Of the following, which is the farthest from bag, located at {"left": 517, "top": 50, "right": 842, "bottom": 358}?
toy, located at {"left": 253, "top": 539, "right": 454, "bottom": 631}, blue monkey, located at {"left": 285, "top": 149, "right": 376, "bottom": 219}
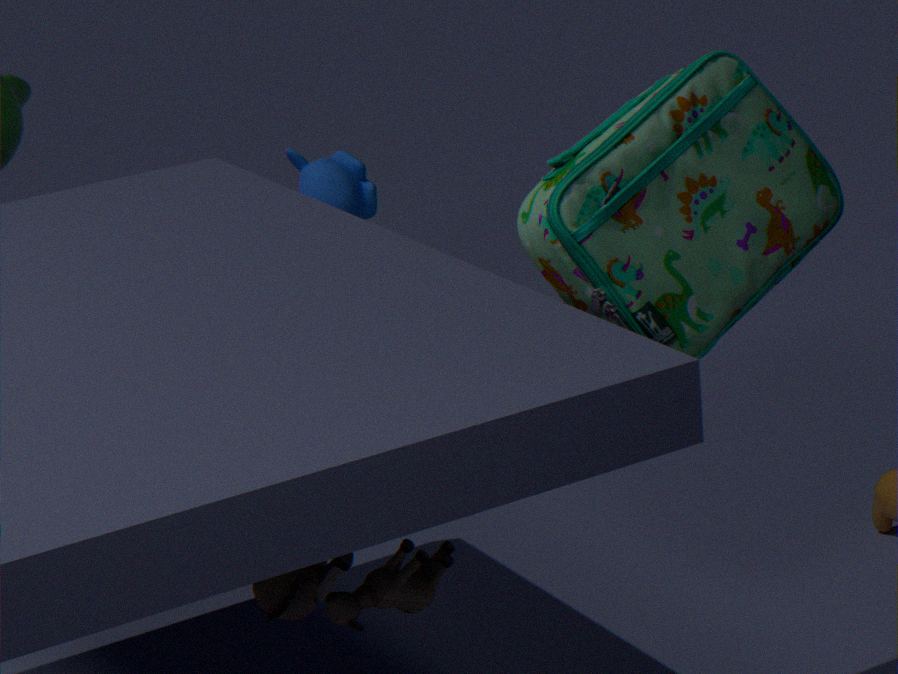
blue monkey, located at {"left": 285, "top": 149, "right": 376, "bottom": 219}
